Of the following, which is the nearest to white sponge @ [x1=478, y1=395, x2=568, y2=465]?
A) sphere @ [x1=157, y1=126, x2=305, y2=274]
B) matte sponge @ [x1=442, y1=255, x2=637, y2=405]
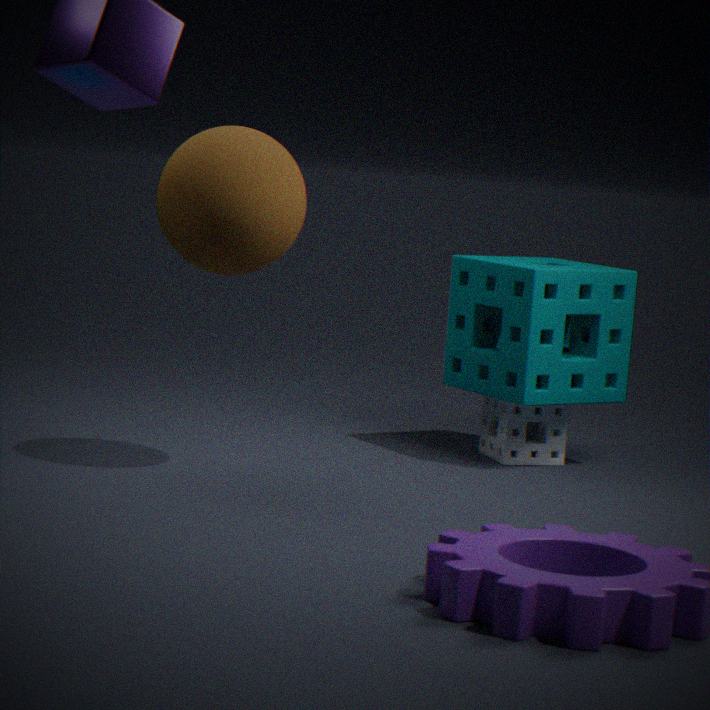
matte sponge @ [x1=442, y1=255, x2=637, y2=405]
